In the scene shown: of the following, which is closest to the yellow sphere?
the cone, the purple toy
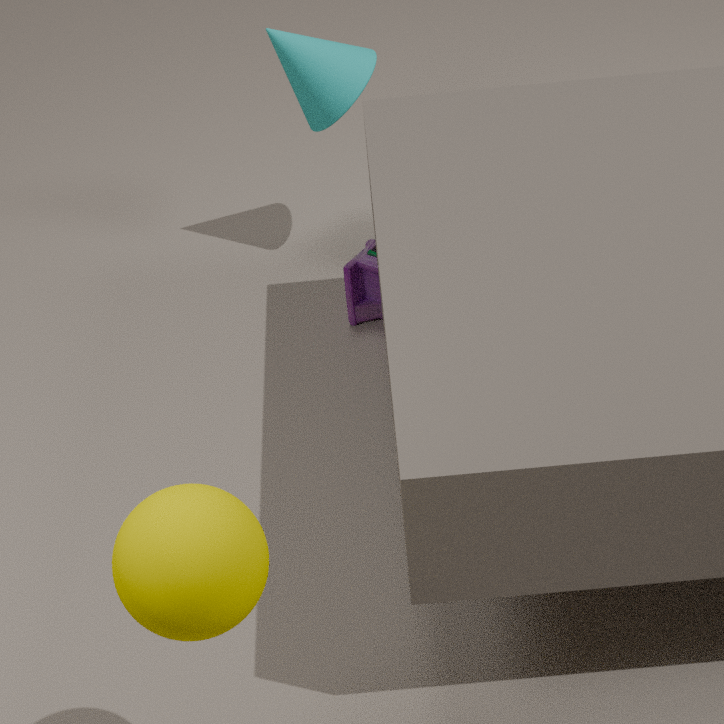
the purple toy
